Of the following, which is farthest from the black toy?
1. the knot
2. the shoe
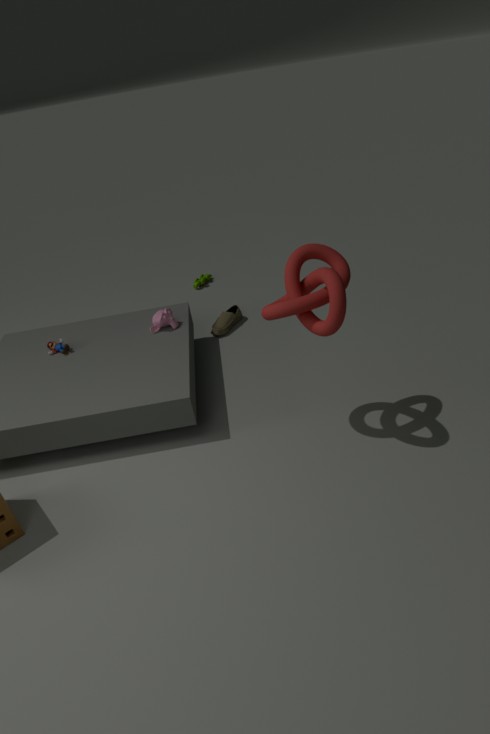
the knot
